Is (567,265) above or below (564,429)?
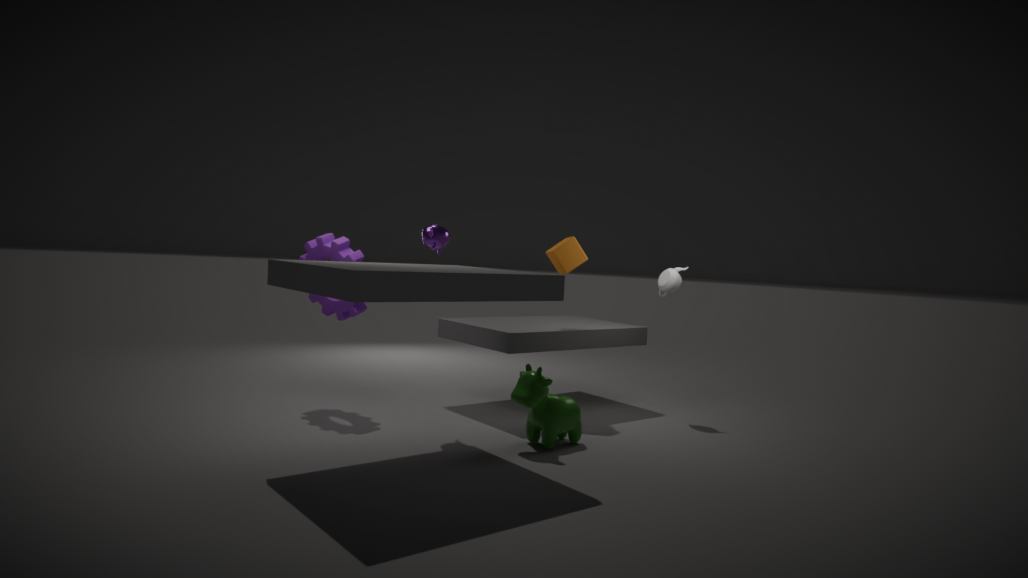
above
